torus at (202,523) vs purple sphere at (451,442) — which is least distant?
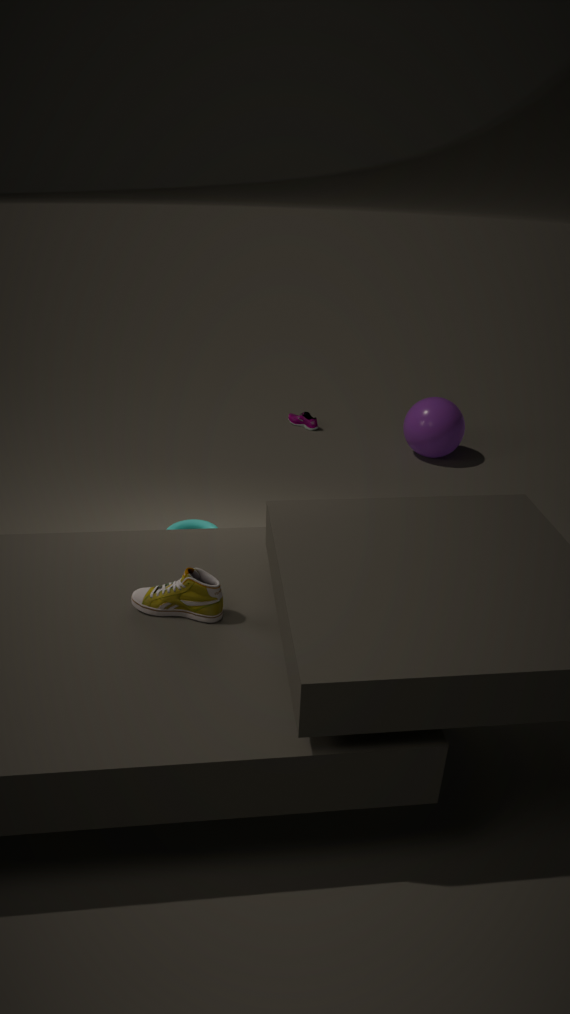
torus at (202,523)
